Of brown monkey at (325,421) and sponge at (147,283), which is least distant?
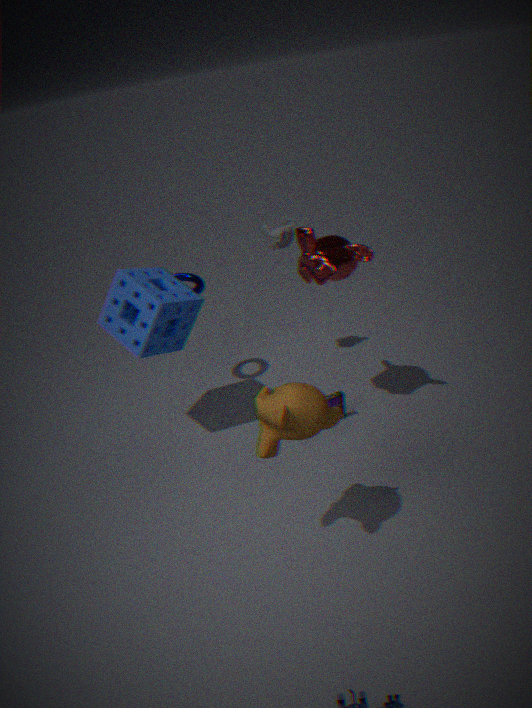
brown monkey at (325,421)
